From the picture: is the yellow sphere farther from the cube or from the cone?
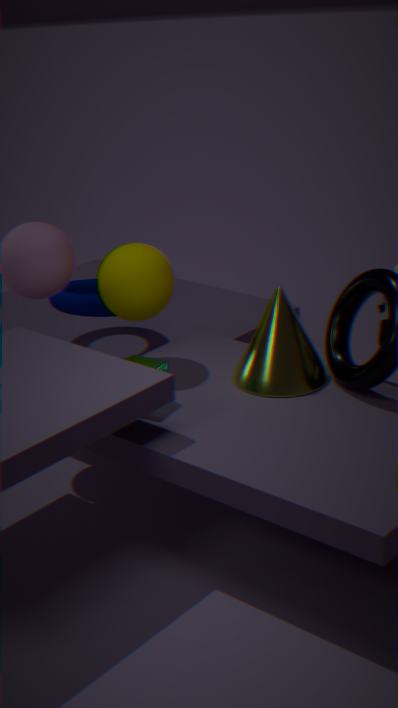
the cone
